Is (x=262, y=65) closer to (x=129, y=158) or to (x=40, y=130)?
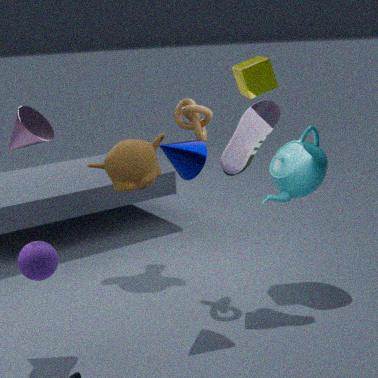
(x=129, y=158)
